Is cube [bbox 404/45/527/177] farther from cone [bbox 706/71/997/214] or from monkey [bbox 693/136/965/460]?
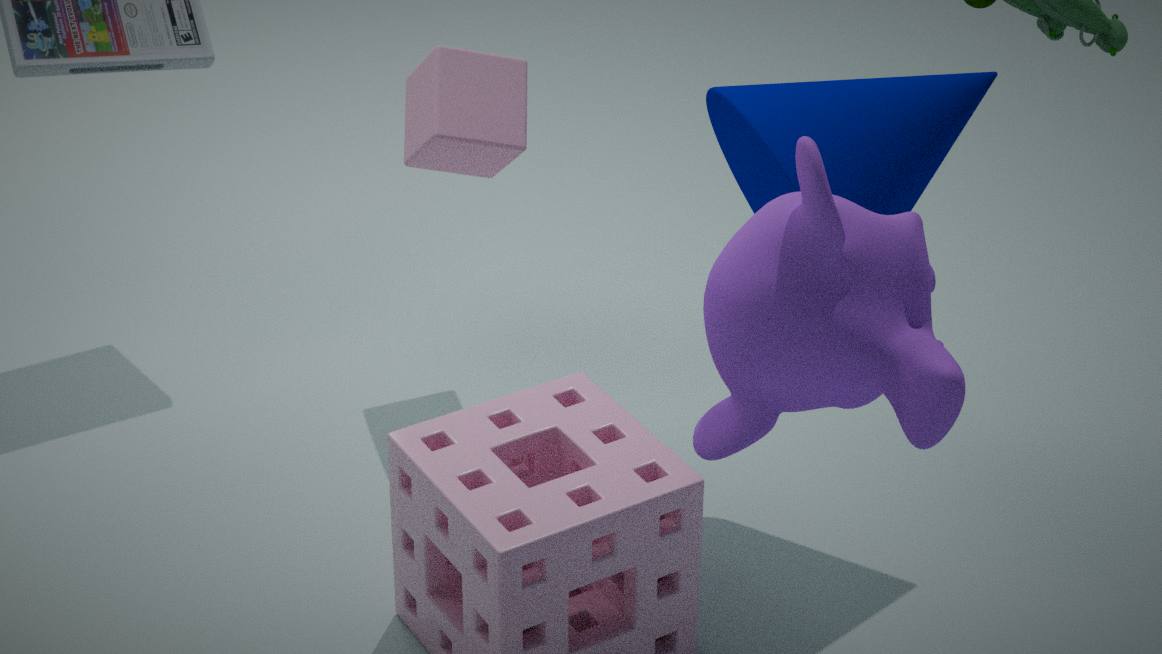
monkey [bbox 693/136/965/460]
